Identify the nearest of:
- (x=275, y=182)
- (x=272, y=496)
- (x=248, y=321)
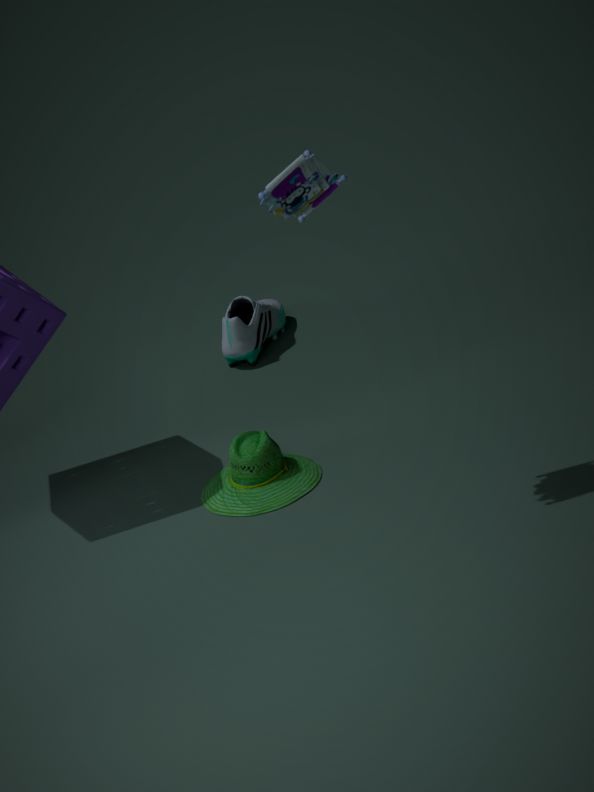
(x=275, y=182)
